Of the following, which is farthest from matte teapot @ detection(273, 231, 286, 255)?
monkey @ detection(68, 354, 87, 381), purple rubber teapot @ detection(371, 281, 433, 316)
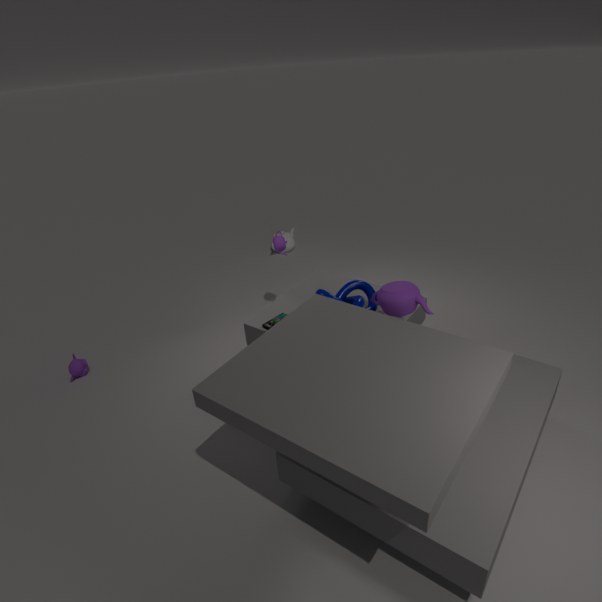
monkey @ detection(68, 354, 87, 381)
